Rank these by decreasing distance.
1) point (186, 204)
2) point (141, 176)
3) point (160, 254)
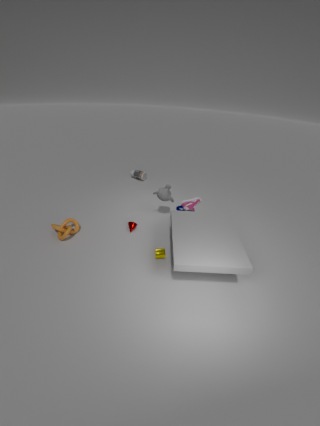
1. 2. point (141, 176)
2. 1. point (186, 204)
3. 3. point (160, 254)
